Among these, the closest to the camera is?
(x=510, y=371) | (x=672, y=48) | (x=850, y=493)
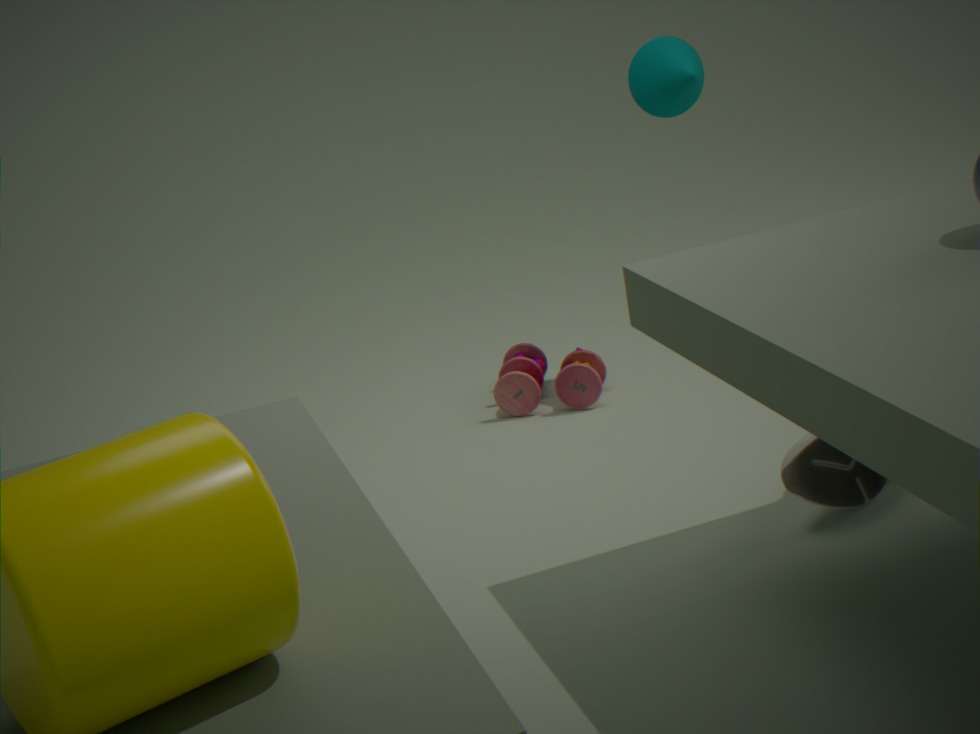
(x=850, y=493)
